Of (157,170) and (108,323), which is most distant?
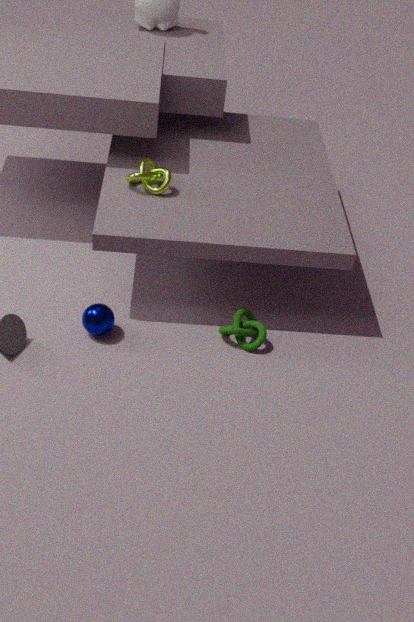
(157,170)
